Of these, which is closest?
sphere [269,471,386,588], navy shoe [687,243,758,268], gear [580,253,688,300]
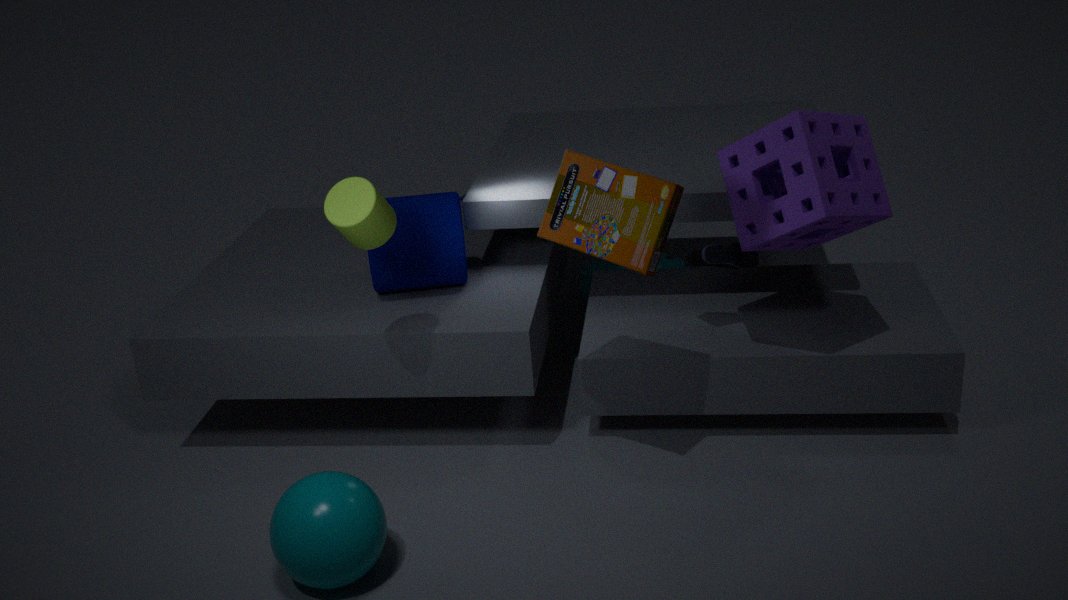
sphere [269,471,386,588]
